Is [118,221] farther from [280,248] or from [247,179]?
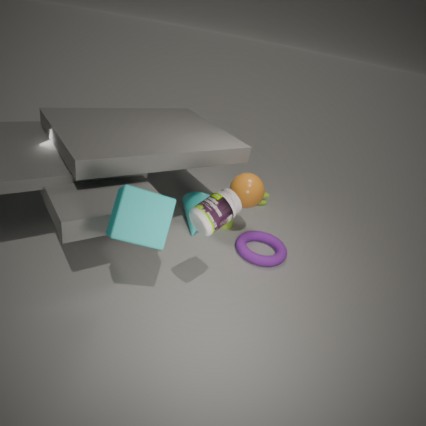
[280,248]
